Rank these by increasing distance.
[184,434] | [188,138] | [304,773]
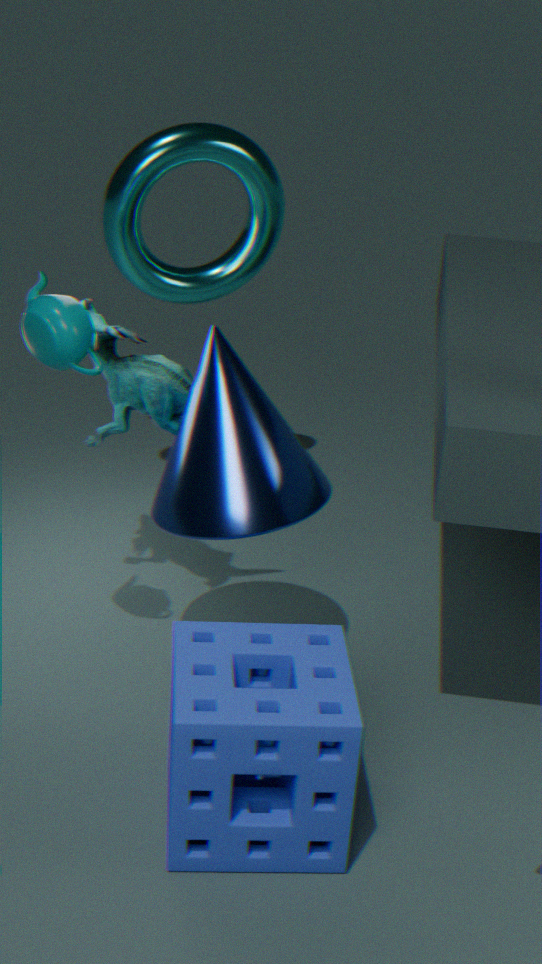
[304,773]
[184,434]
[188,138]
